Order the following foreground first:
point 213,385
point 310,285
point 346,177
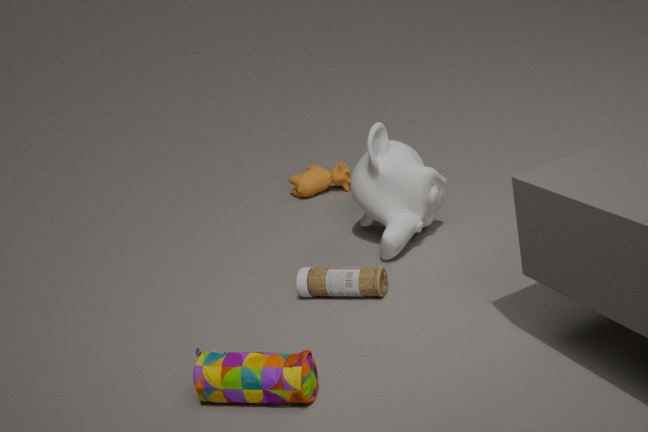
point 213,385
point 310,285
point 346,177
